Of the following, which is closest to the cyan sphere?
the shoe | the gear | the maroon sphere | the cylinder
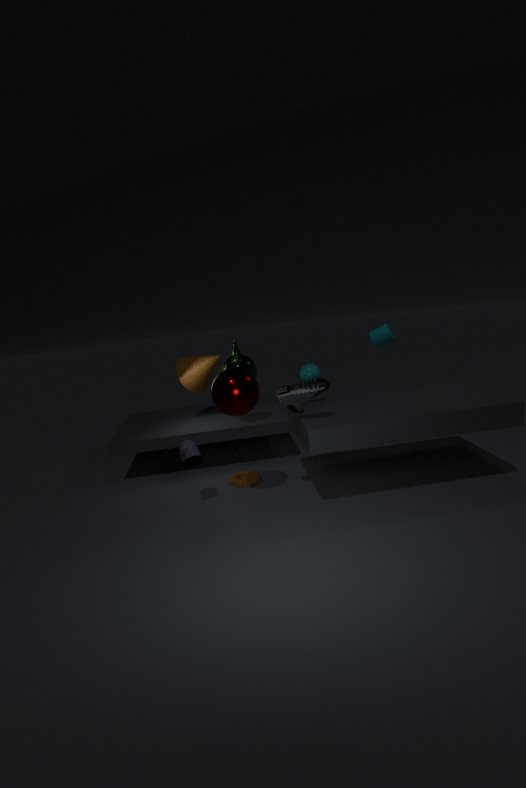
the shoe
